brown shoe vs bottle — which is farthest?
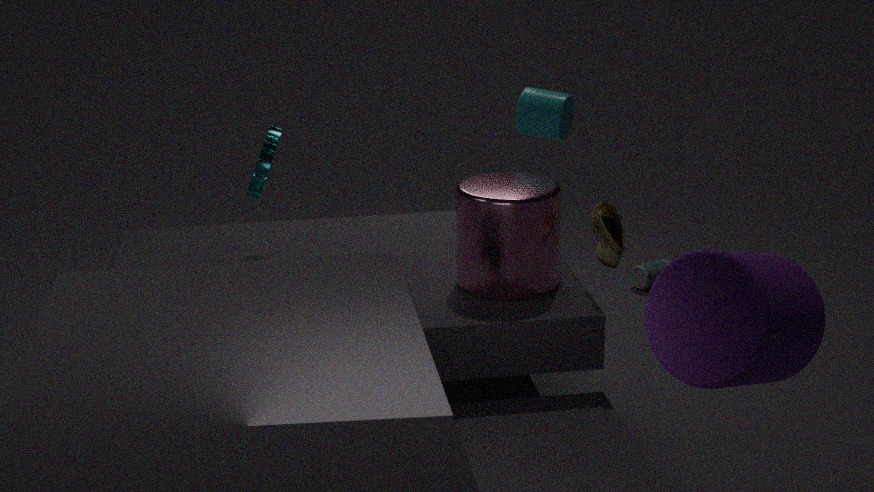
bottle
